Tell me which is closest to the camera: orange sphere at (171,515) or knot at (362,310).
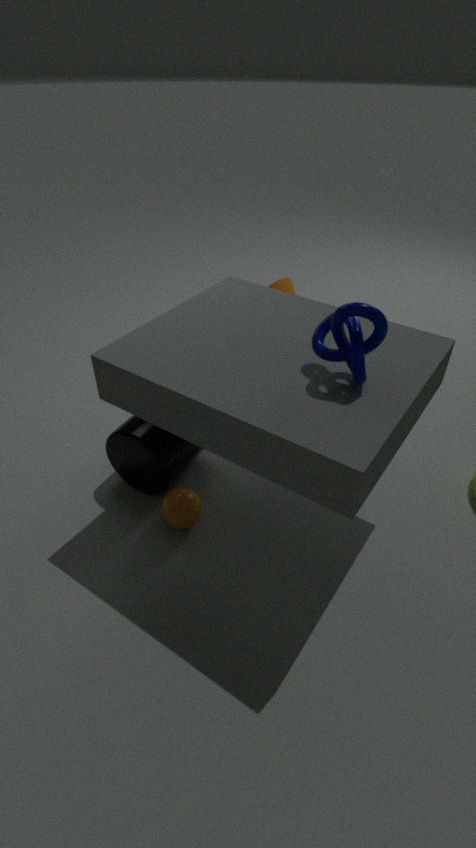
knot at (362,310)
